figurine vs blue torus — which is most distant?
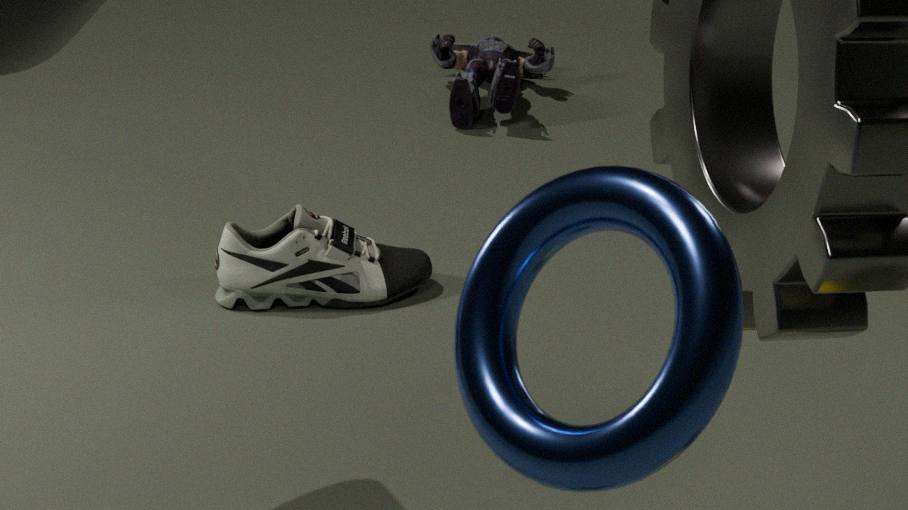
figurine
